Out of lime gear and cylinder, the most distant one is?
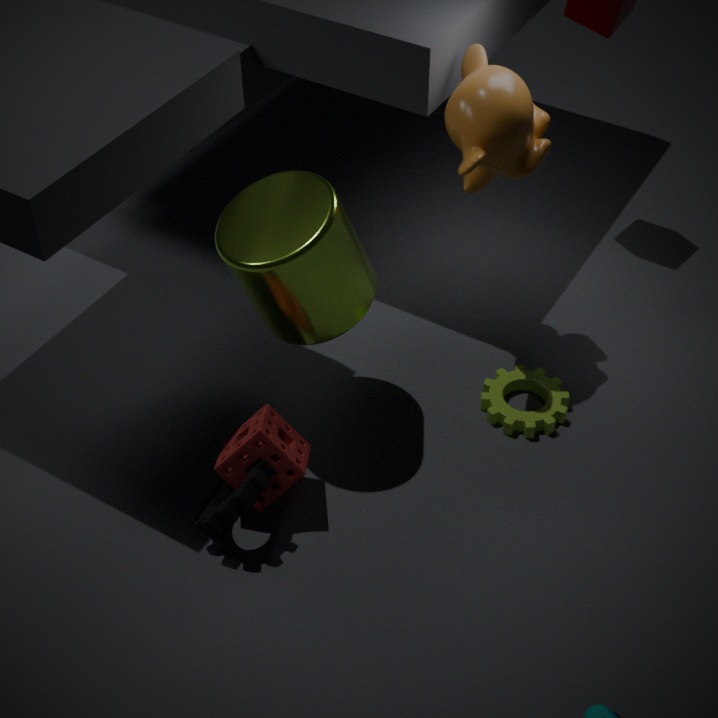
lime gear
